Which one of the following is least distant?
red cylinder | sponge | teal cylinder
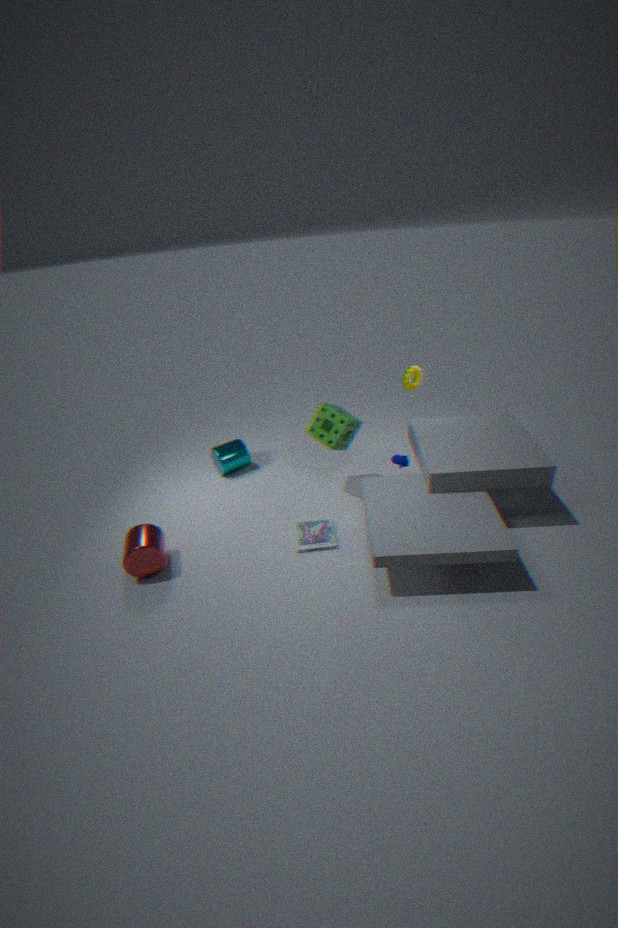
red cylinder
